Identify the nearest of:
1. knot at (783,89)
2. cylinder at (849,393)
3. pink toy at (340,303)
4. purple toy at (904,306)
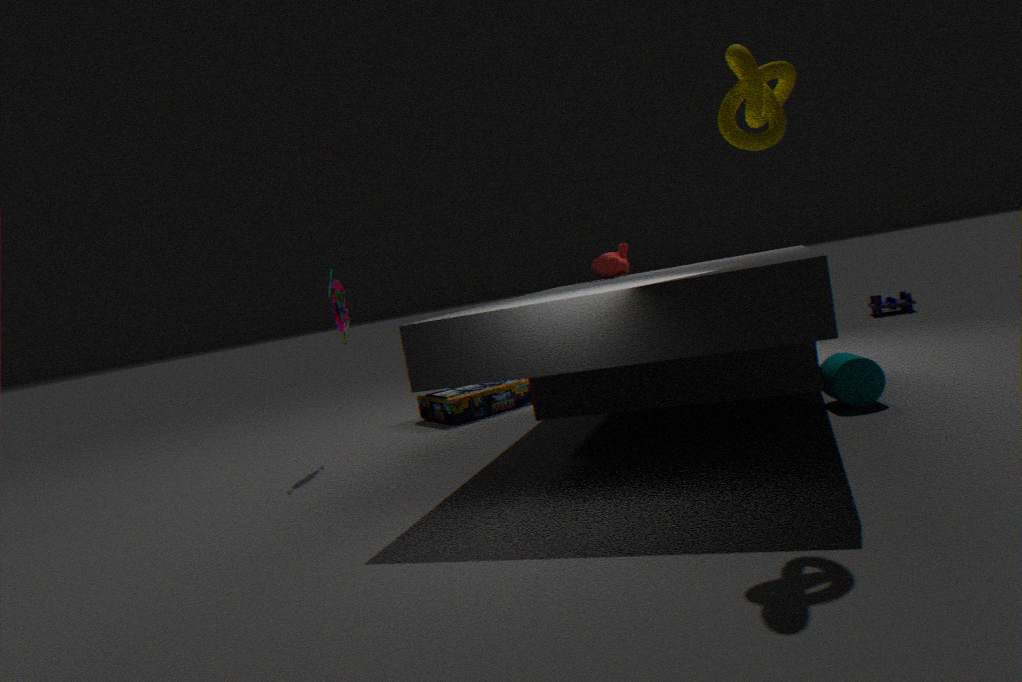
knot at (783,89)
